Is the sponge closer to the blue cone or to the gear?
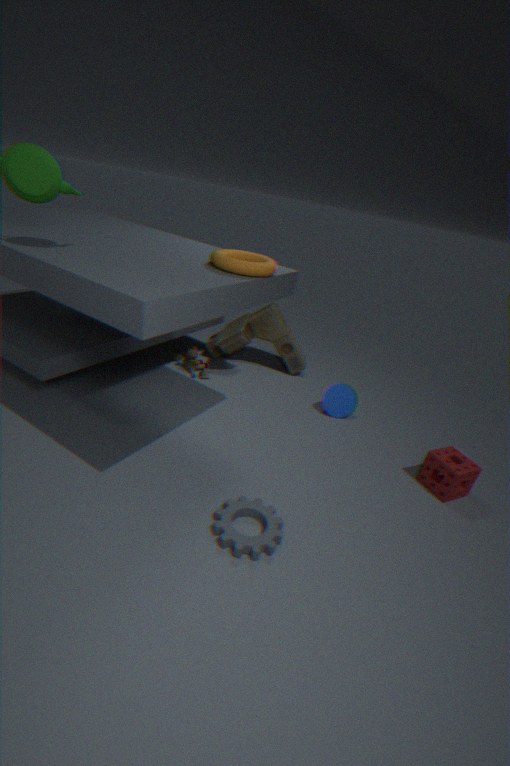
the blue cone
